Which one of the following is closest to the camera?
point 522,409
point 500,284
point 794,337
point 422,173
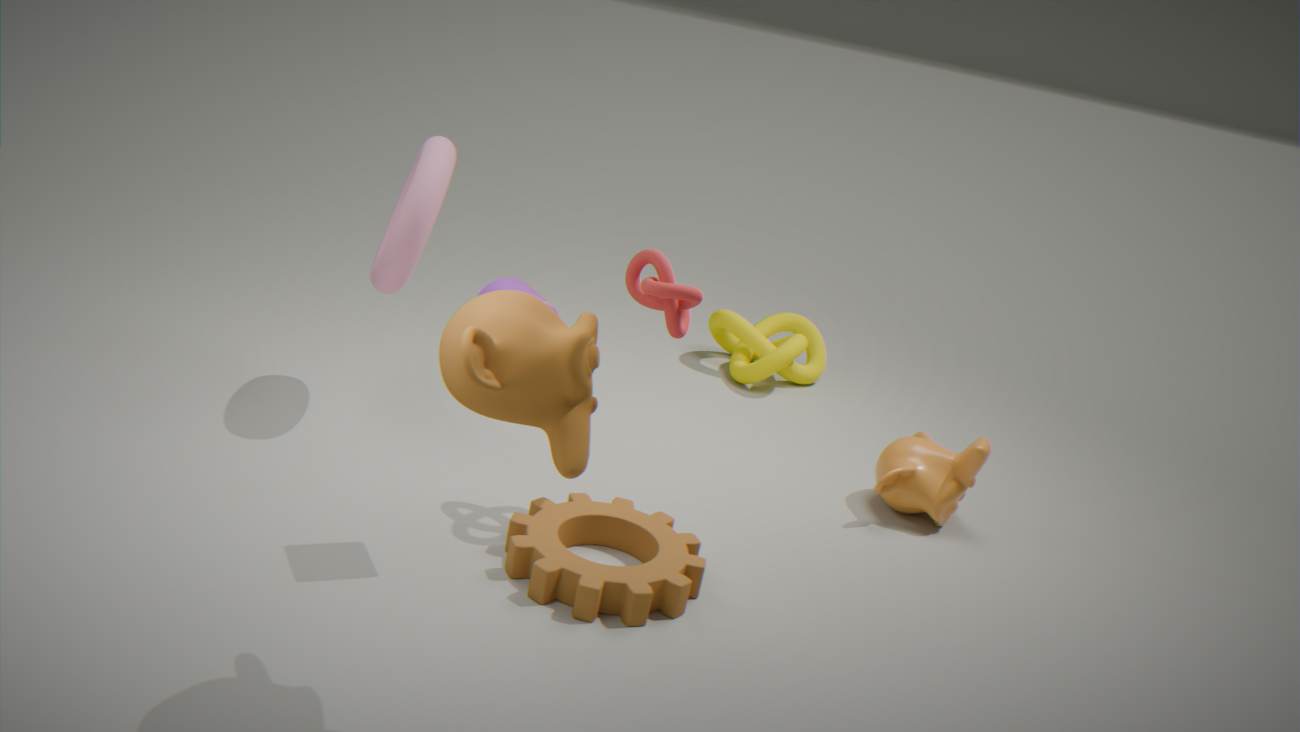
point 522,409
